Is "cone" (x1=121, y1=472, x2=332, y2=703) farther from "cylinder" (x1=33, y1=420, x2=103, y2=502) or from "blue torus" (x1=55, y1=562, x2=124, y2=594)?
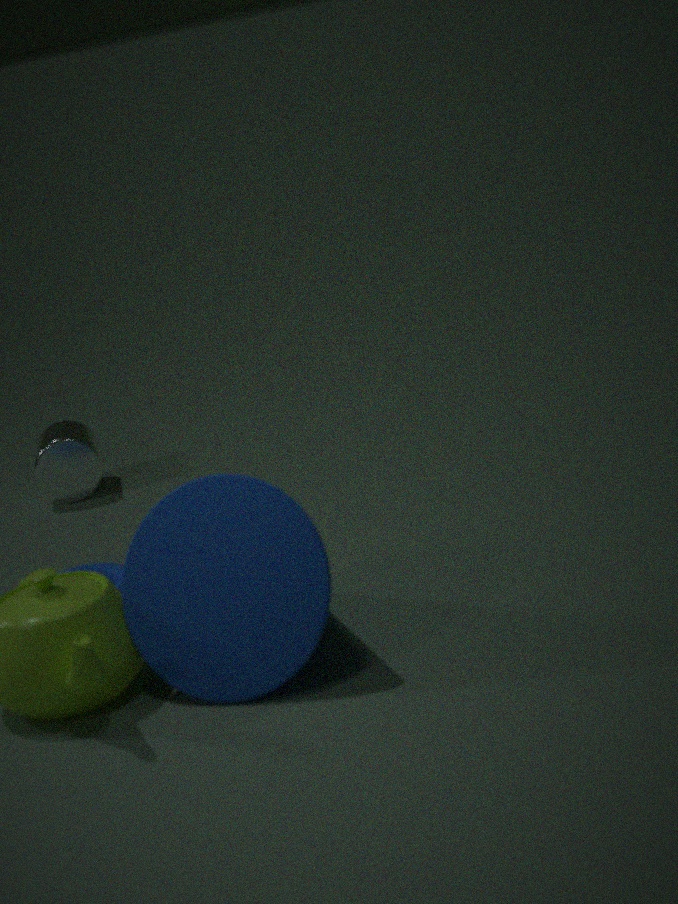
"cylinder" (x1=33, y1=420, x2=103, y2=502)
